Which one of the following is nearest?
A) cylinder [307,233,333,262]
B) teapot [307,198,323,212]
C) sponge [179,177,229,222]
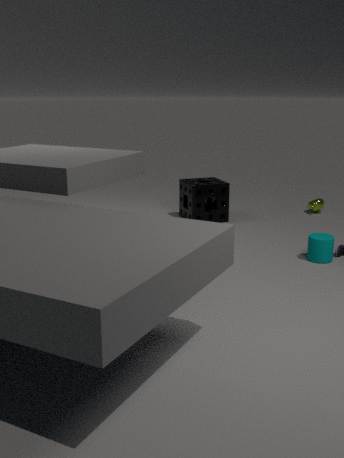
cylinder [307,233,333,262]
